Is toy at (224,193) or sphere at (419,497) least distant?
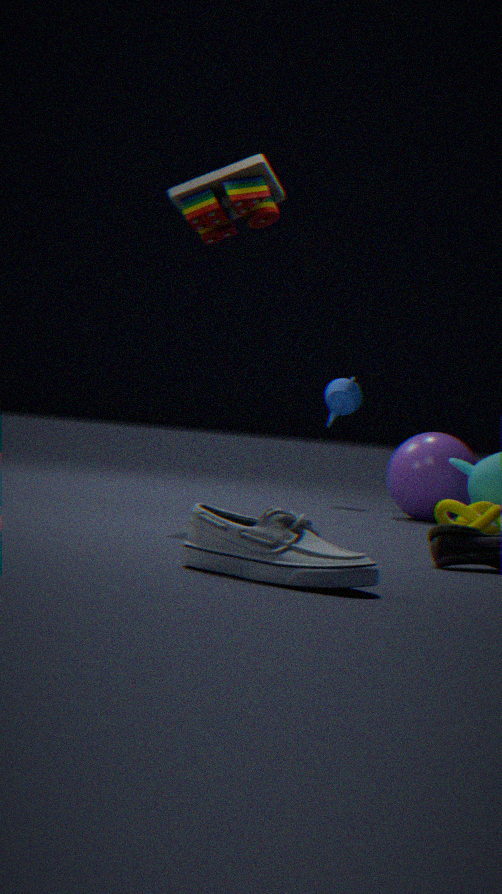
toy at (224,193)
